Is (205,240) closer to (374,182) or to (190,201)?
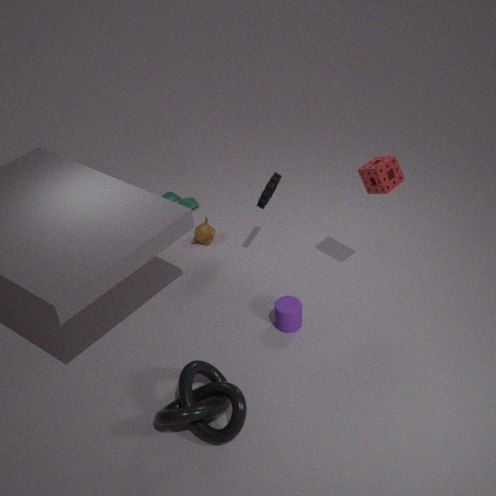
(190,201)
